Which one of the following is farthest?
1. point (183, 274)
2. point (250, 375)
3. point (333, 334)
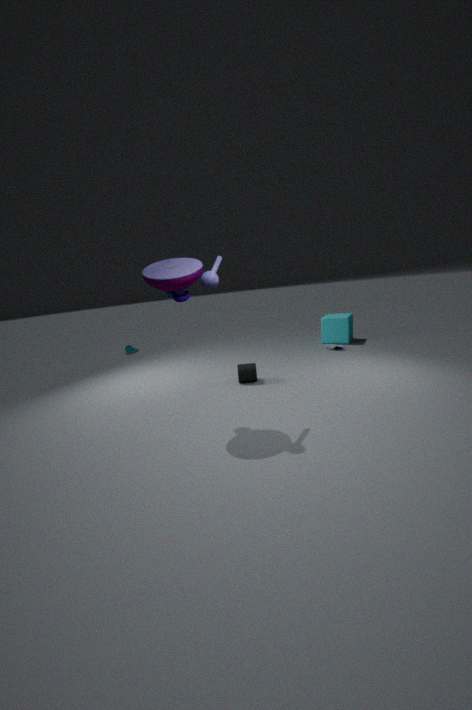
point (333, 334)
